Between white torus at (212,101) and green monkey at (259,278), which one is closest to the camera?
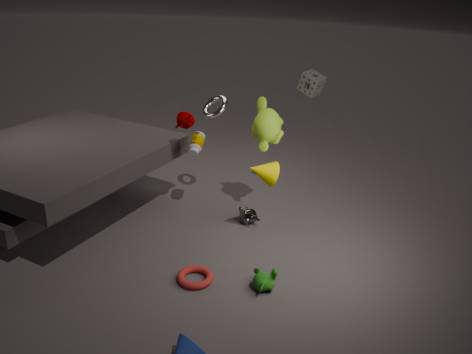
green monkey at (259,278)
